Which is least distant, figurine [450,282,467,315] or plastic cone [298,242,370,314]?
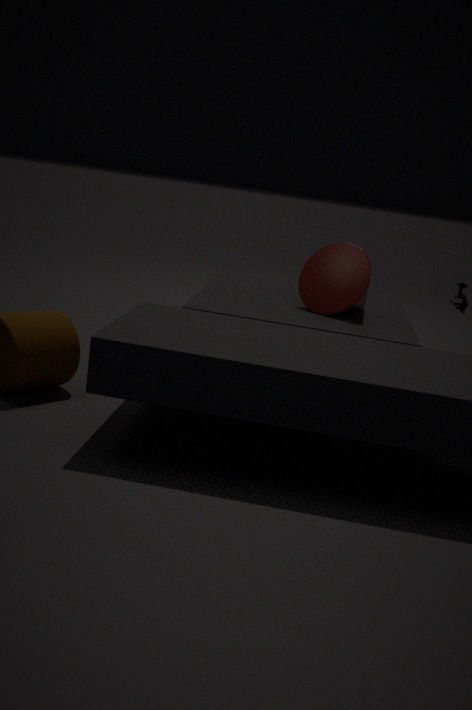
plastic cone [298,242,370,314]
